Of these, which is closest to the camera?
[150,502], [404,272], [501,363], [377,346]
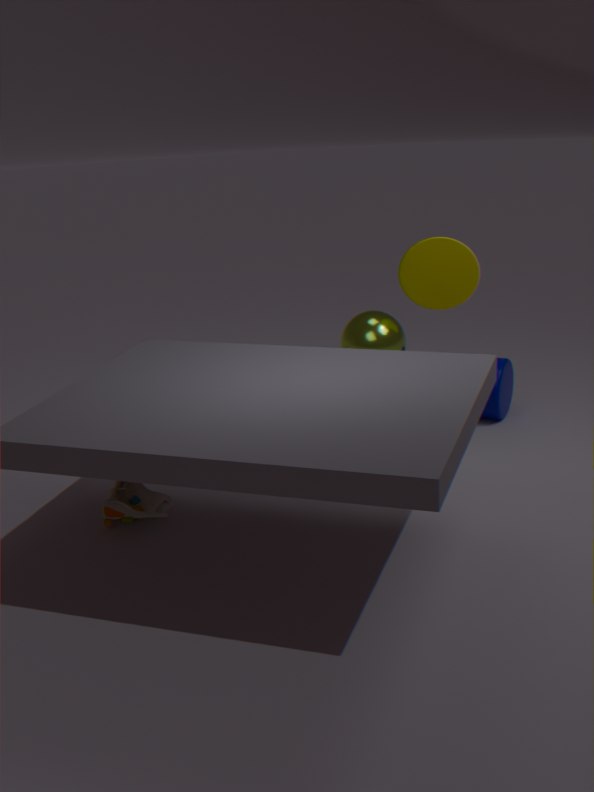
[150,502]
